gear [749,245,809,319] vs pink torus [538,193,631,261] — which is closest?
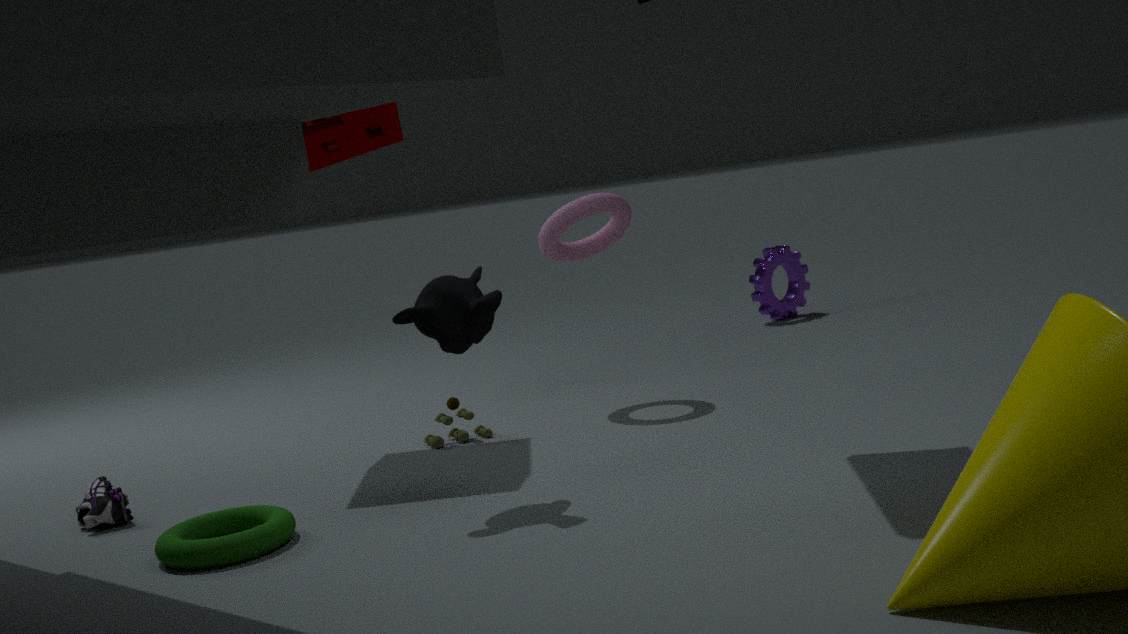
pink torus [538,193,631,261]
